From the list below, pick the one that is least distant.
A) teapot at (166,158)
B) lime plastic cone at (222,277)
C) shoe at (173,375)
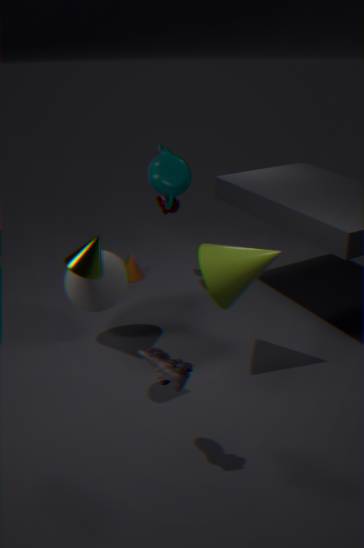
shoe at (173,375)
